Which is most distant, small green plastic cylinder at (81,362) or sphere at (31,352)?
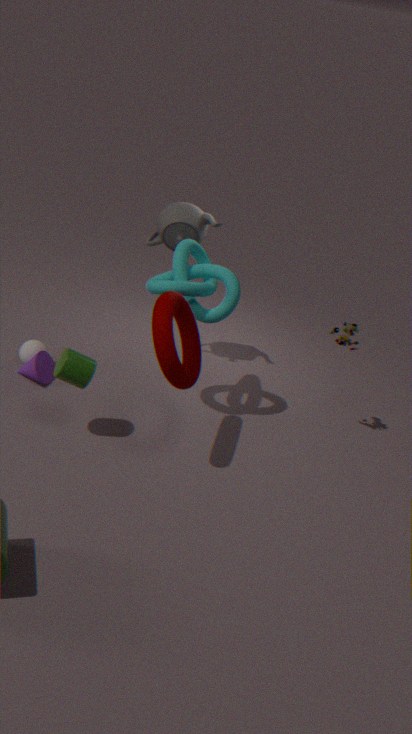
sphere at (31,352)
